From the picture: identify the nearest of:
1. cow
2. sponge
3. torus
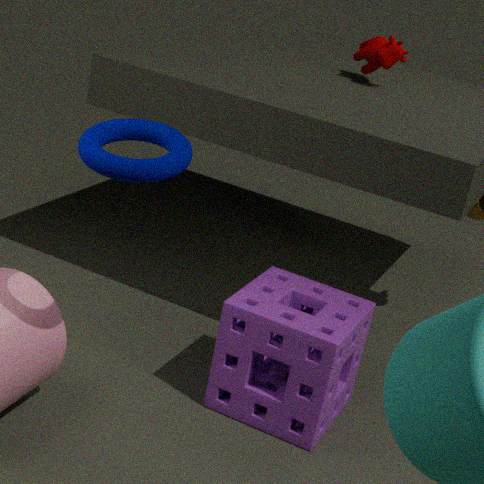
torus
